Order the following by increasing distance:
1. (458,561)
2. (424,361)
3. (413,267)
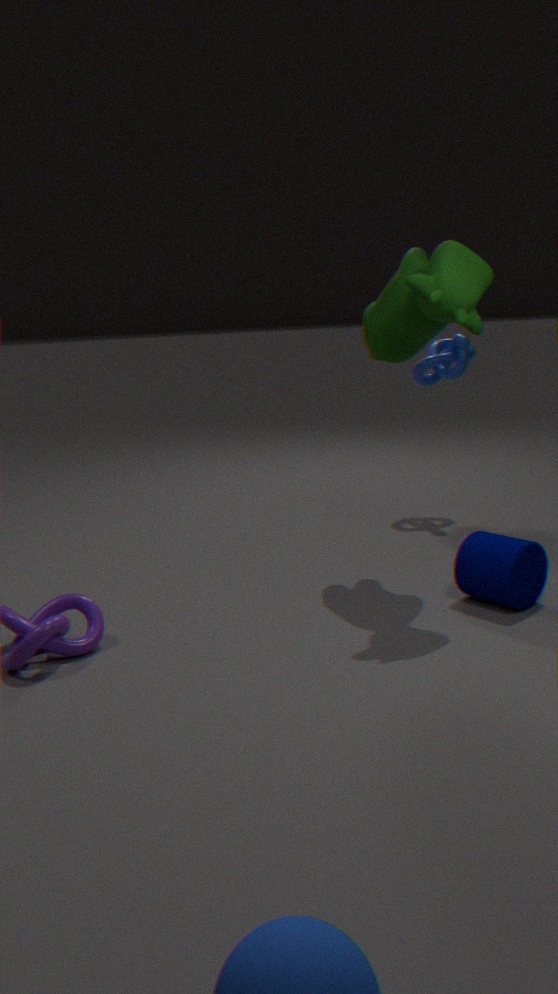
1. (458,561)
2. (413,267)
3. (424,361)
